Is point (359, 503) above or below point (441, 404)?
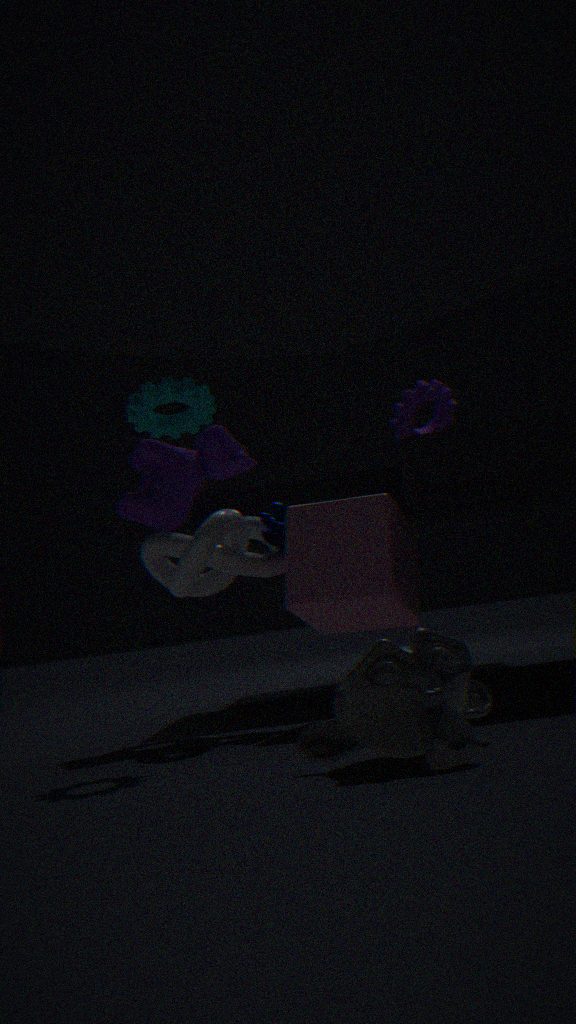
below
